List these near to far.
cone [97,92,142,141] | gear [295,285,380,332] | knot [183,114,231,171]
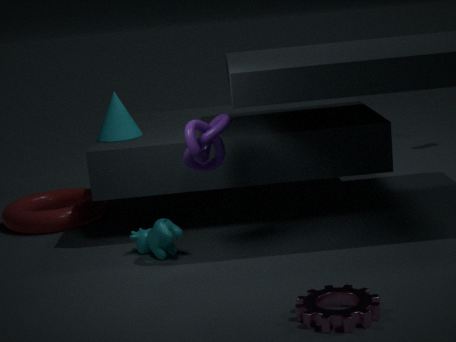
gear [295,285,380,332] → knot [183,114,231,171] → cone [97,92,142,141]
